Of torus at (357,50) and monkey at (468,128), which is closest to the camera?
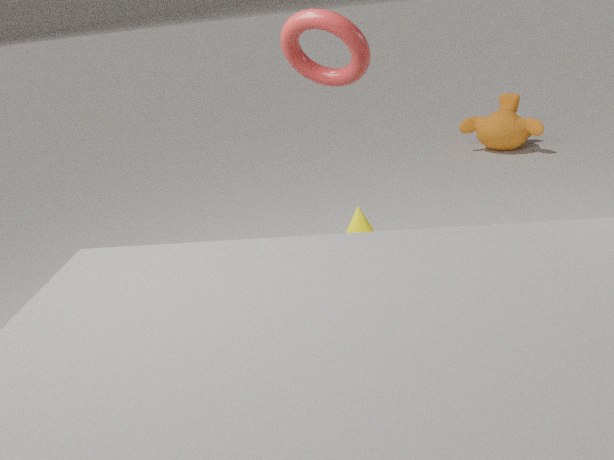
torus at (357,50)
